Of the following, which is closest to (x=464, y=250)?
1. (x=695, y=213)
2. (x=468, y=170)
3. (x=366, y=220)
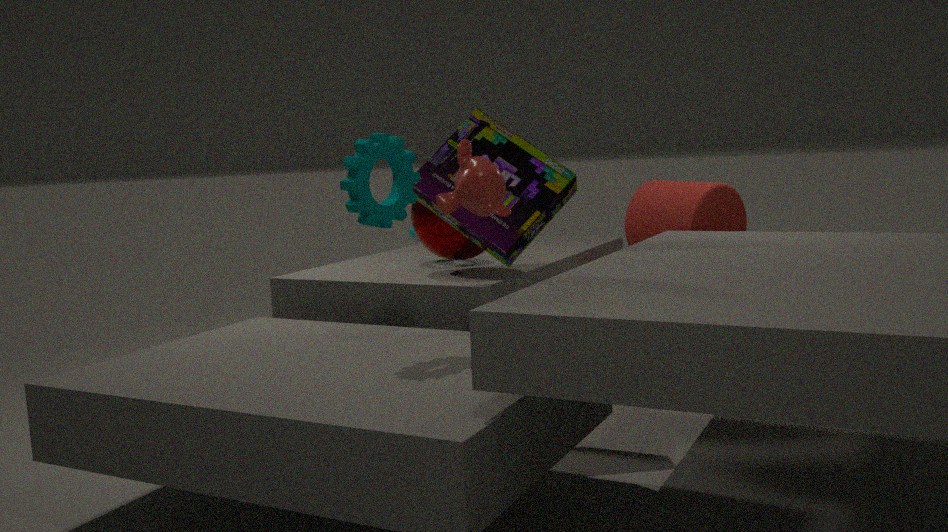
(x=366, y=220)
